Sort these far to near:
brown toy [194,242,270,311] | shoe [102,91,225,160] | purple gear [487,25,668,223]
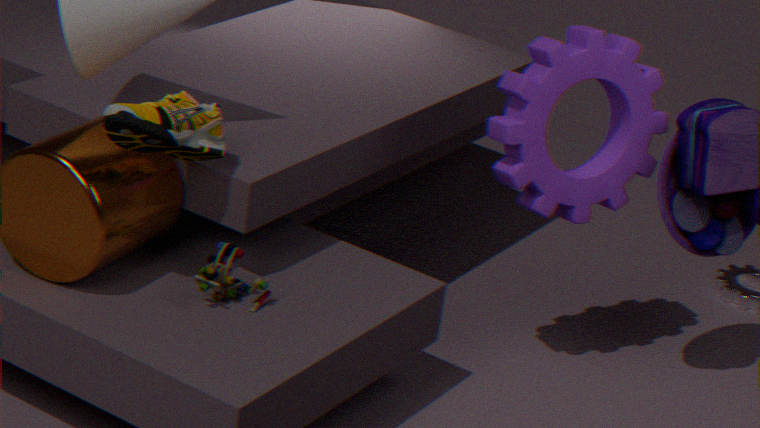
purple gear [487,25,668,223] → brown toy [194,242,270,311] → shoe [102,91,225,160]
